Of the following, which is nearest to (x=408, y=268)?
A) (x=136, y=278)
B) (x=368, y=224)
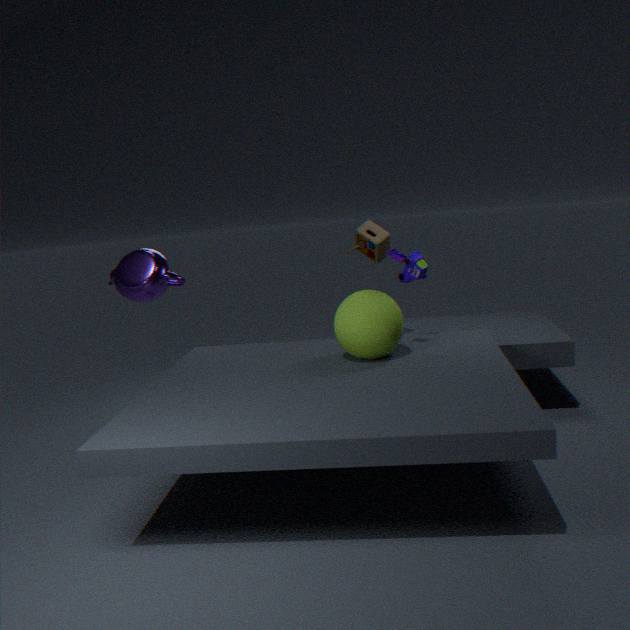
(x=368, y=224)
